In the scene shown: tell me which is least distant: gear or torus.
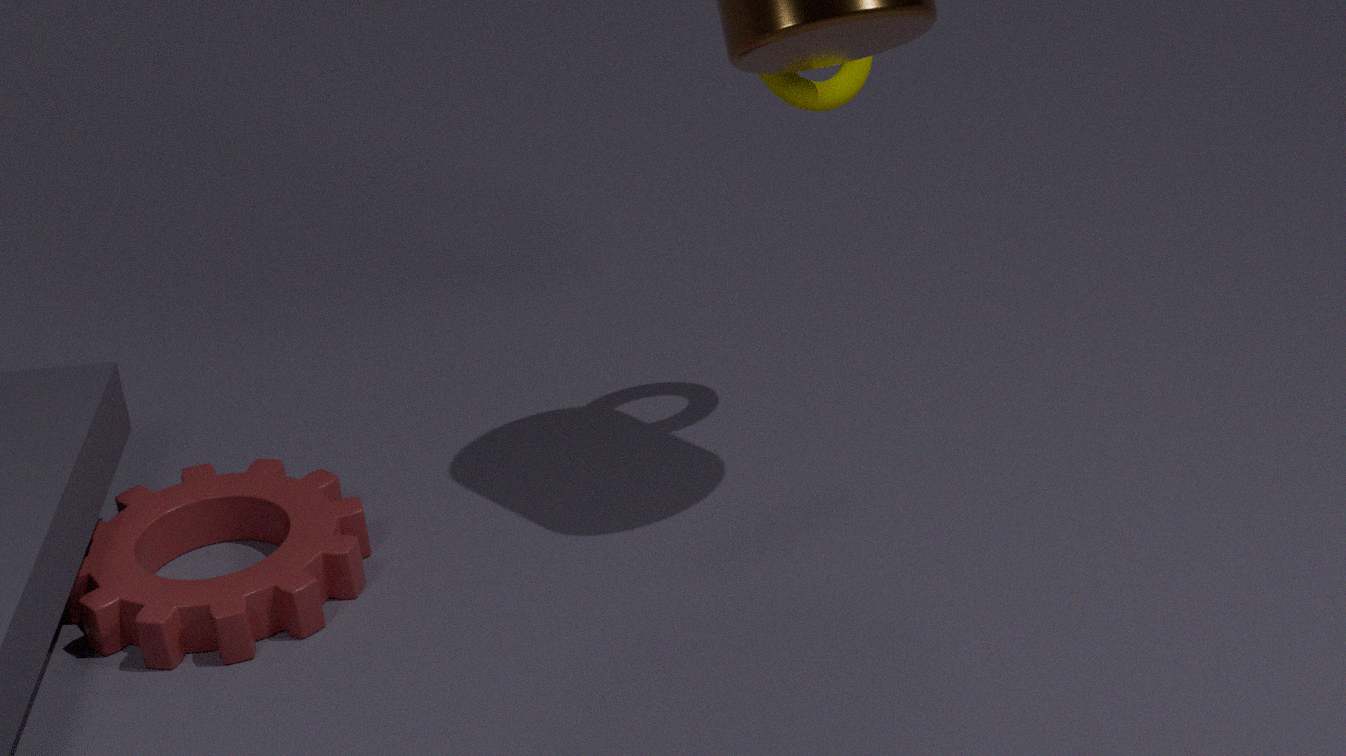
gear
